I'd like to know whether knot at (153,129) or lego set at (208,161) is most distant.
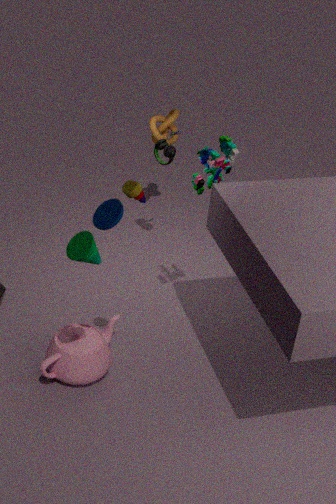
Answer: knot at (153,129)
